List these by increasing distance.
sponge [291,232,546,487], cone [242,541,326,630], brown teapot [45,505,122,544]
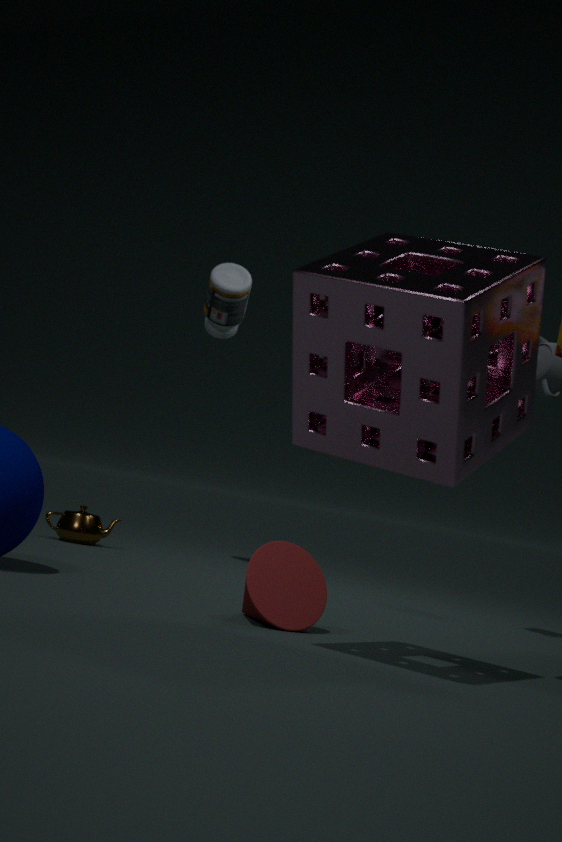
sponge [291,232,546,487] → cone [242,541,326,630] → brown teapot [45,505,122,544]
